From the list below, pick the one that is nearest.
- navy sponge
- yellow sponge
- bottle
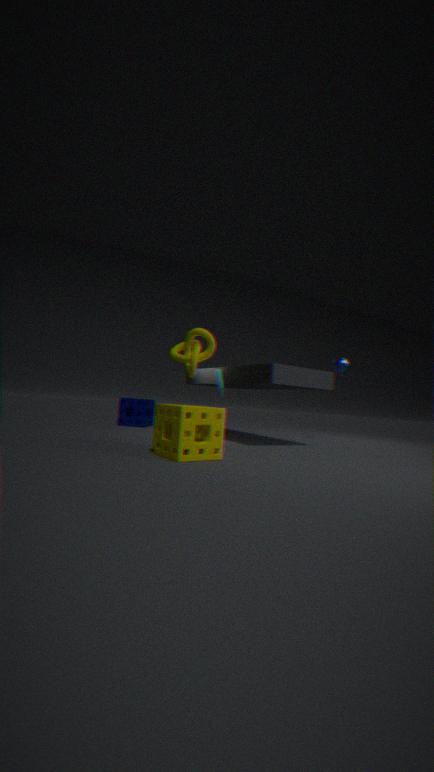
yellow sponge
